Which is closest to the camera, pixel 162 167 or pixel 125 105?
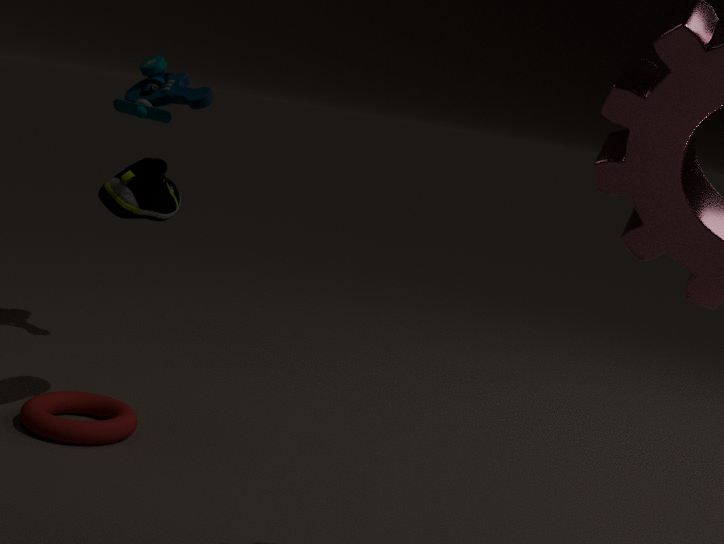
pixel 162 167
